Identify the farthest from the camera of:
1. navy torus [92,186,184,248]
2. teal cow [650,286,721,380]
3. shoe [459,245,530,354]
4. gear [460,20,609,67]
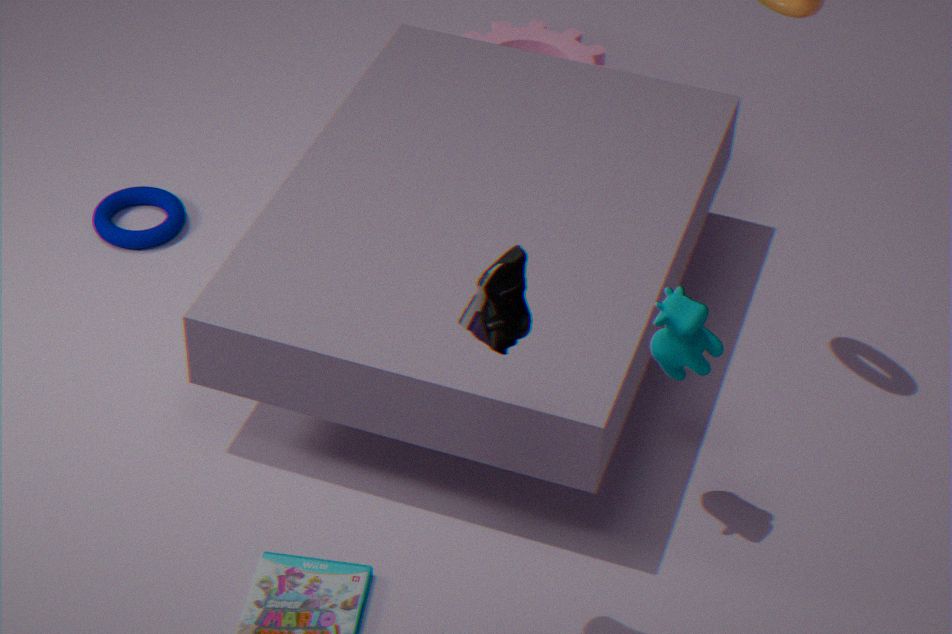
gear [460,20,609,67]
